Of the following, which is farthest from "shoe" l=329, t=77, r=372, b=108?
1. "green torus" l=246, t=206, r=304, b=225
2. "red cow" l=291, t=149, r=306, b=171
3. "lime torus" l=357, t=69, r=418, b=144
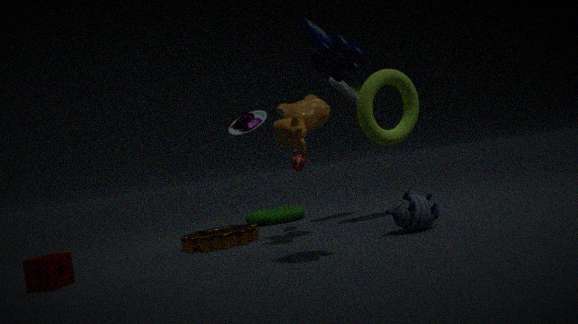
"green torus" l=246, t=206, r=304, b=225
